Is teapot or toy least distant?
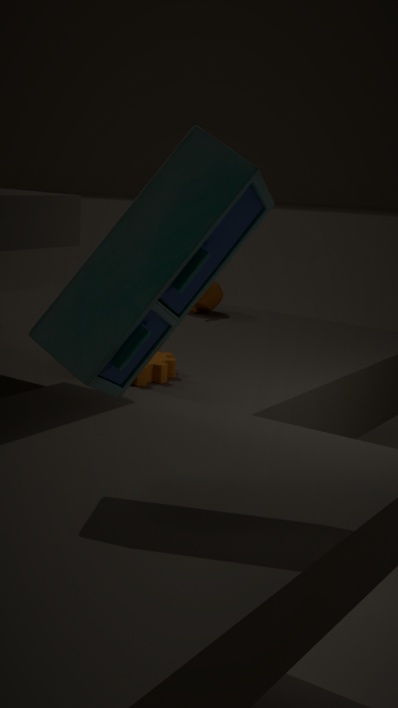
toy
